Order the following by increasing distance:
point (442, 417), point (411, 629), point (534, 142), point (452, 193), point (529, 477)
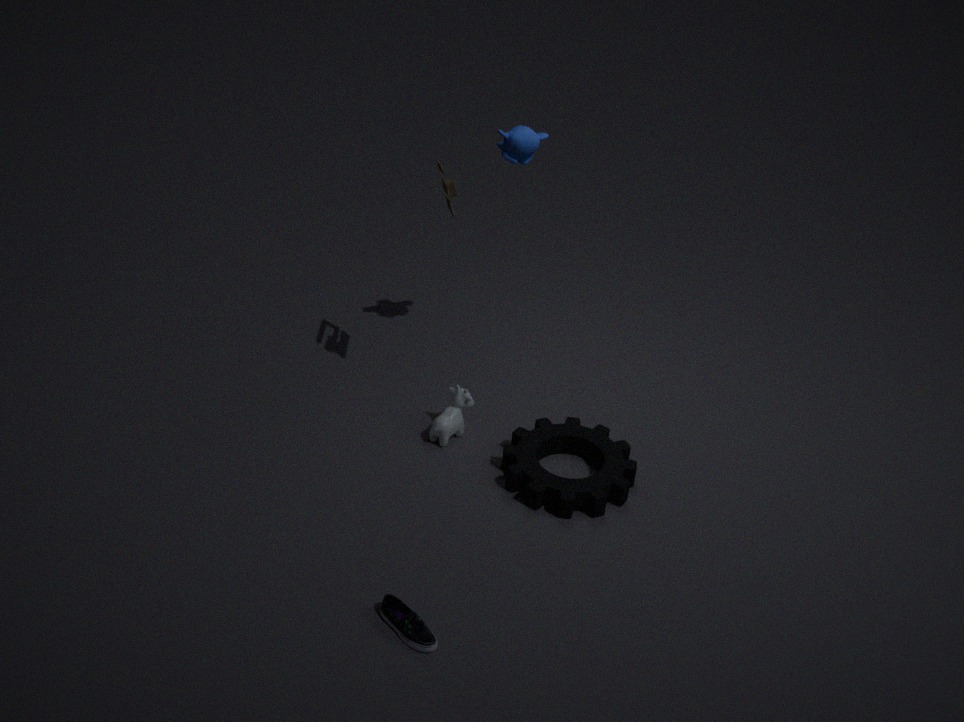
point (411, 629)
point (452, 193)
point (529, 477)
point (534, 142)
point (442, 417)
